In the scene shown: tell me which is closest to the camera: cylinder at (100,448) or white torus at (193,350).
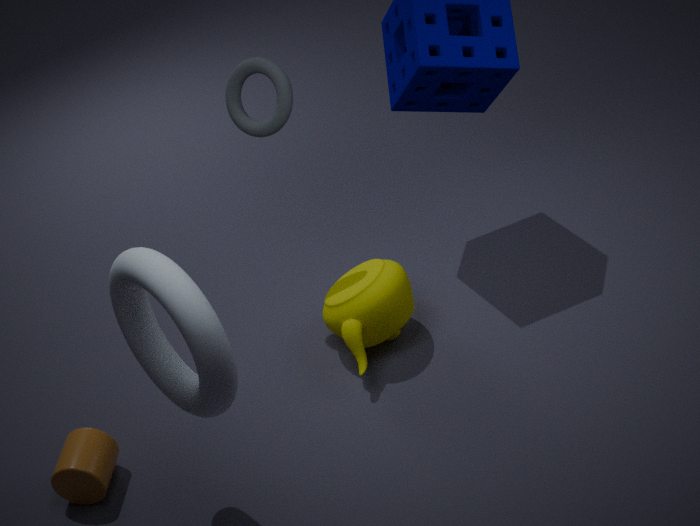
white torus at (193,350)
